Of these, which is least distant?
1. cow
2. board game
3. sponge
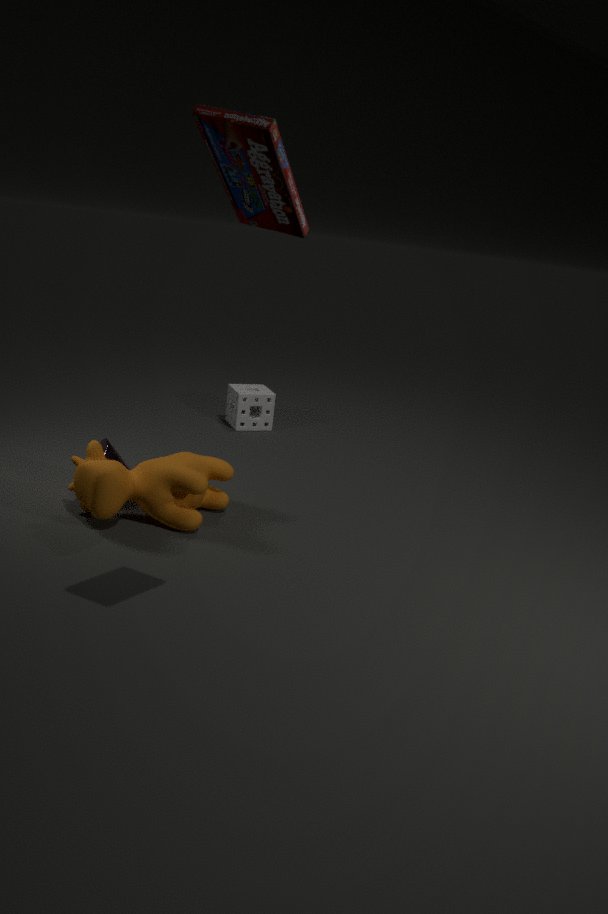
board game
